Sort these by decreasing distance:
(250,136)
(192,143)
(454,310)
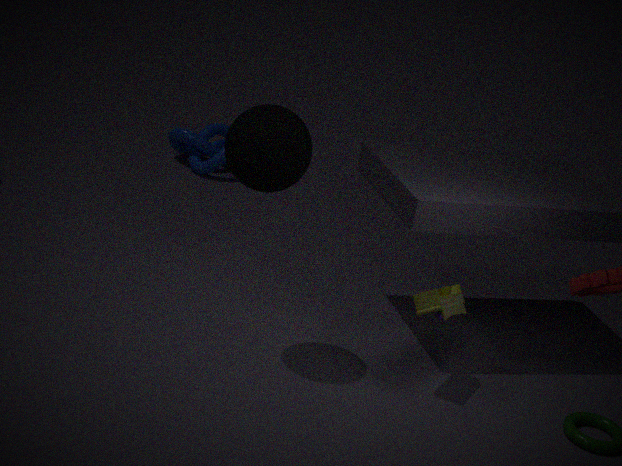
(192,143)
(454,310)
(250,136)
